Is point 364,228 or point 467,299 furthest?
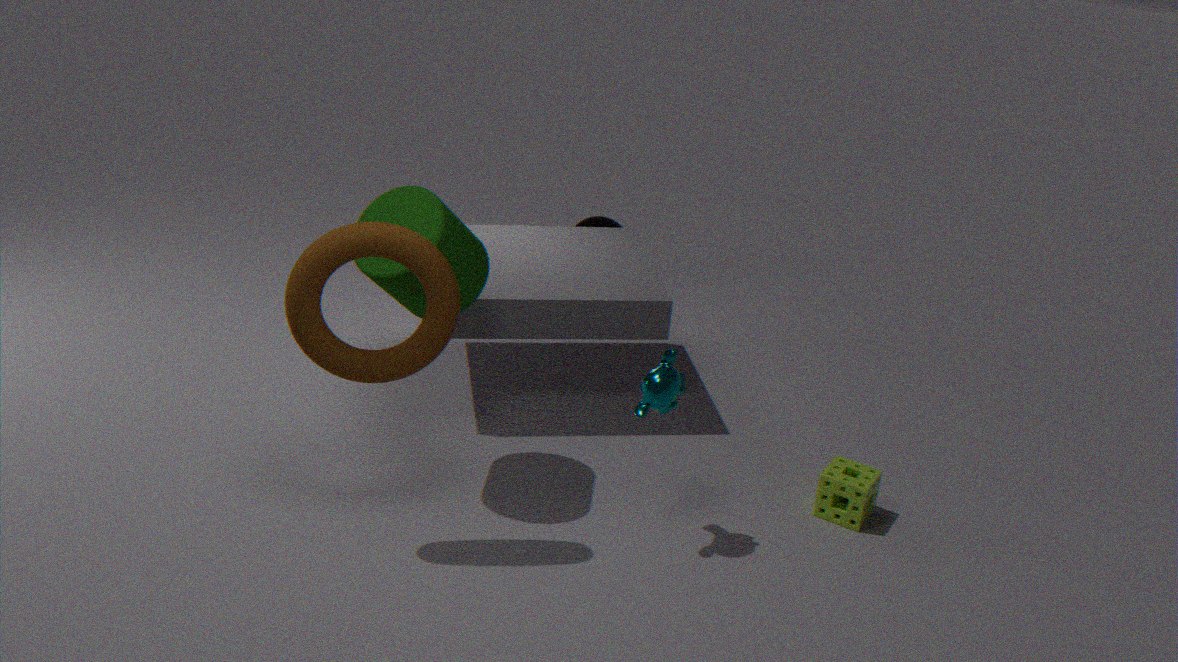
point 467,299
